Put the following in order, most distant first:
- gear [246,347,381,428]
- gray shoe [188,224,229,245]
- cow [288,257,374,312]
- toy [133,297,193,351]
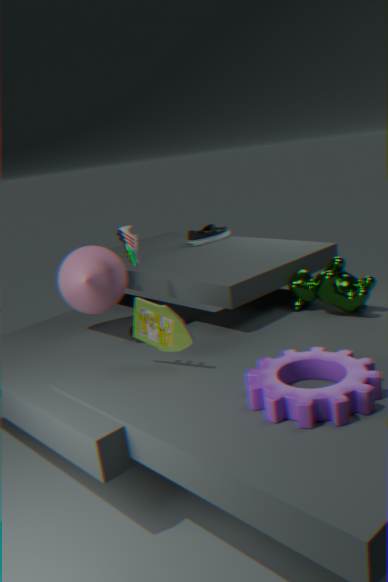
gray shoe [188,224,229,245] < cow [288,257,374,312] < toy [133,297,193,351] < gear [246,347,381,428]
